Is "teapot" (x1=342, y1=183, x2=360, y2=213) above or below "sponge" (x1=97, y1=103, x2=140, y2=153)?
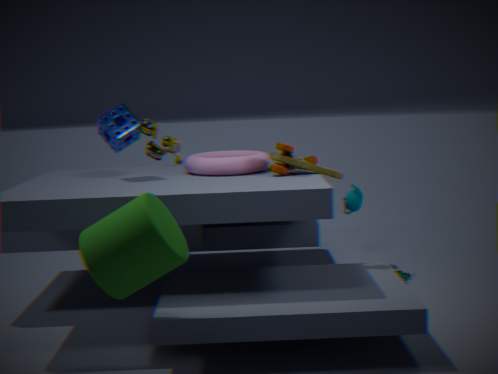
below
